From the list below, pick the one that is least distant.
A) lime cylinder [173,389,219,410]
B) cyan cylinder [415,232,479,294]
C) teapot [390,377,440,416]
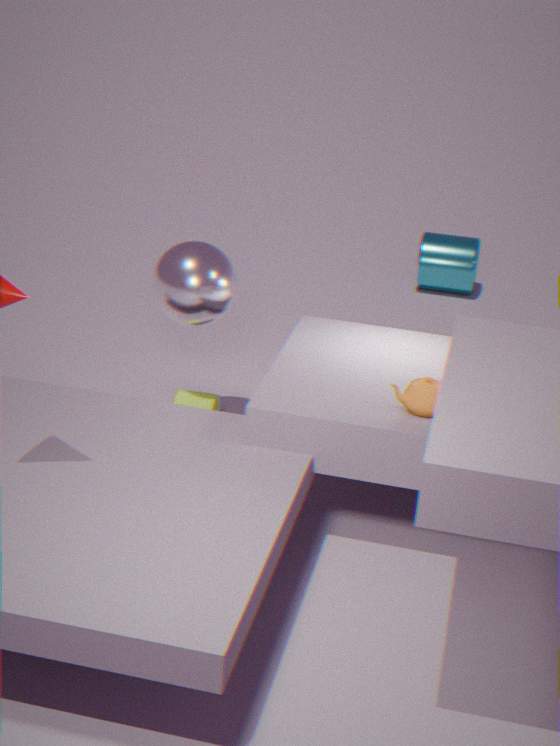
teapot [390,377,440,416]
